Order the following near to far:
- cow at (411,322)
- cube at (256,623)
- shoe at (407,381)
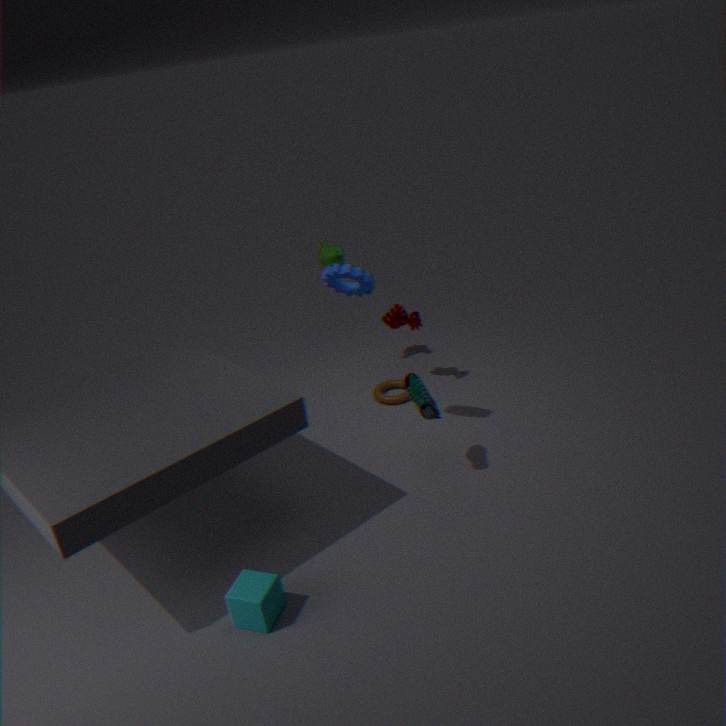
cube at (256,623), shoe at (407,381), cow at (411,322)
